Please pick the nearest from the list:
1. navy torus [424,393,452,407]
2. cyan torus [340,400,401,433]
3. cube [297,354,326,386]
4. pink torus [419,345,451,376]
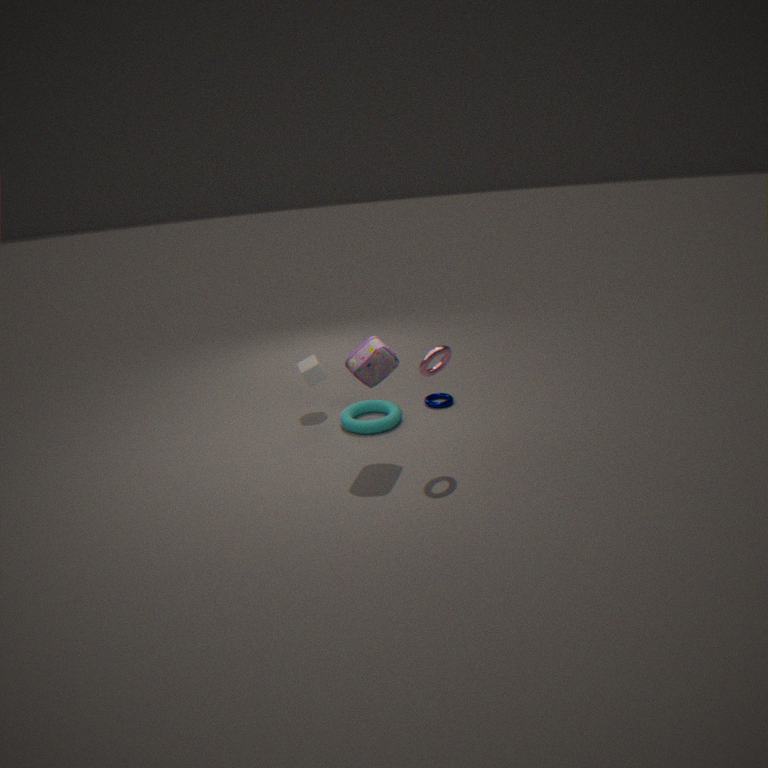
pink torus [419,345,451,376]
